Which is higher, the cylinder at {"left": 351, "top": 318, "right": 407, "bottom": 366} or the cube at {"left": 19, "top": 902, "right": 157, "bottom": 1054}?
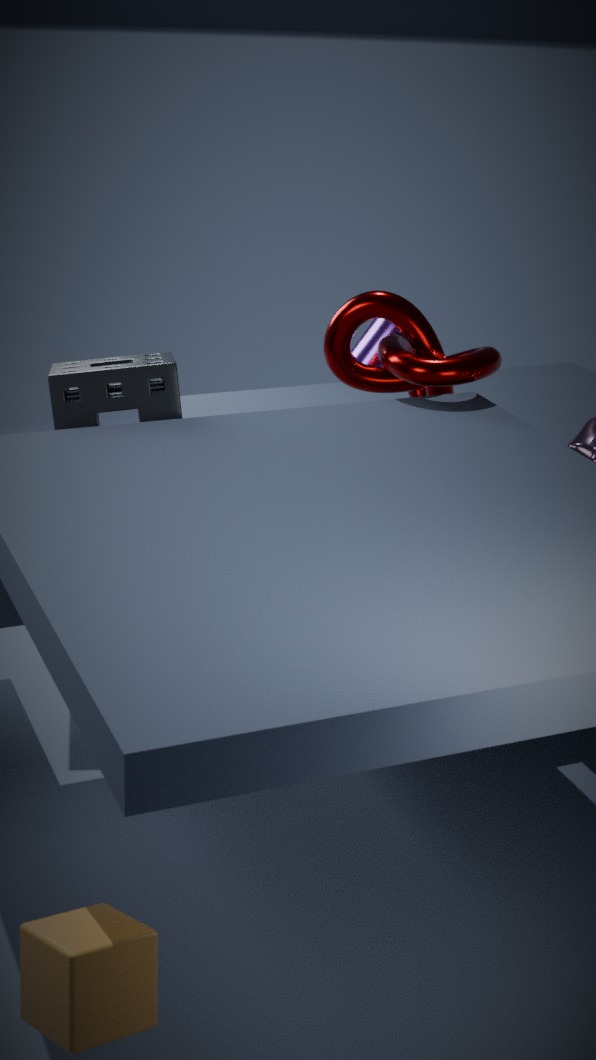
the cylinder at {"left": 351, "top": 318, "right": 407, "bottom": 366}
